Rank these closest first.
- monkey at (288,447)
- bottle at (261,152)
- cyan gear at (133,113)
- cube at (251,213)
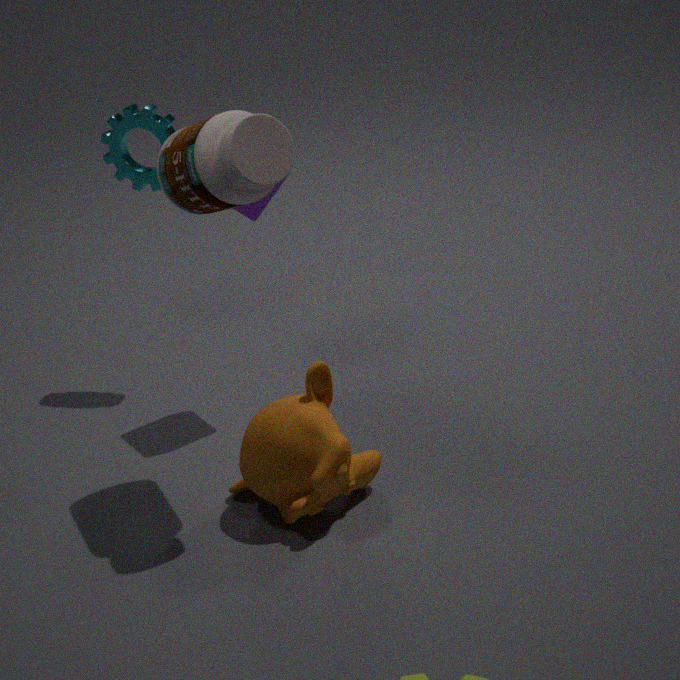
bottle at (261,152)
monkey at (288,447)
cube at (251,213)
cyan gear at (133,113)
